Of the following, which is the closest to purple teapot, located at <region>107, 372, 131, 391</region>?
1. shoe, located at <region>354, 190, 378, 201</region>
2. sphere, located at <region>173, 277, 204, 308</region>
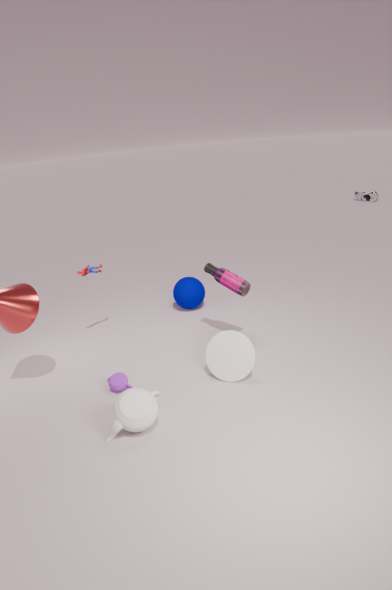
sphere, located at <region>173, 277, 204, 308</region>
